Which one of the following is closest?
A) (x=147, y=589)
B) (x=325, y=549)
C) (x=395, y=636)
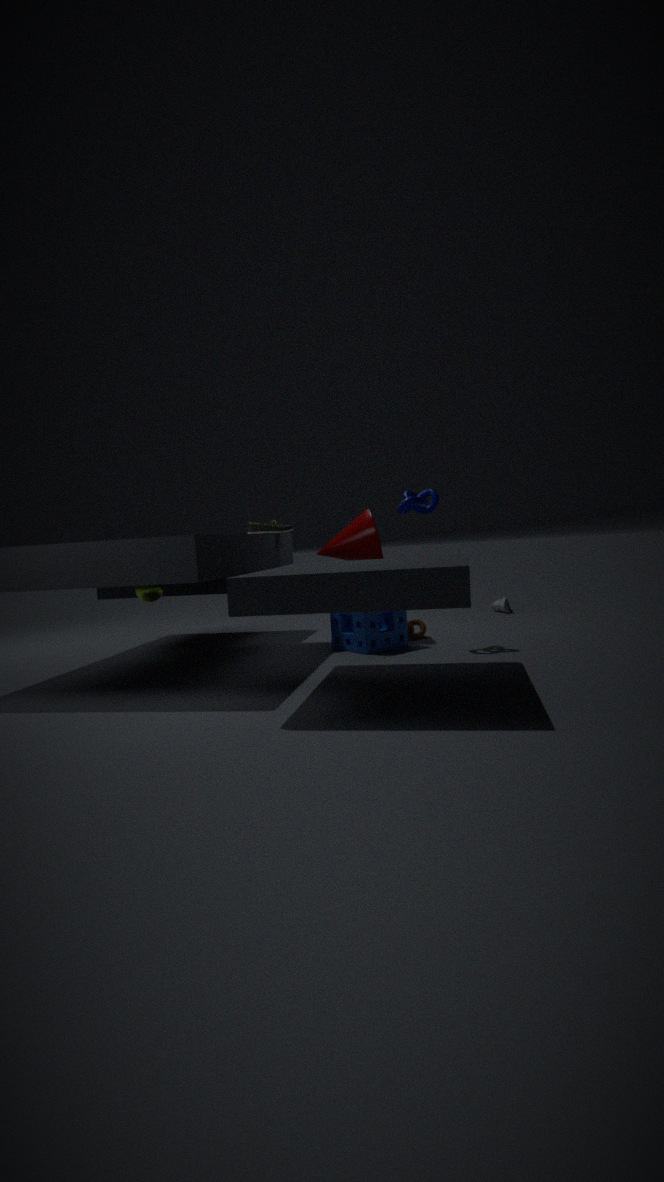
(x=395, y=636)
